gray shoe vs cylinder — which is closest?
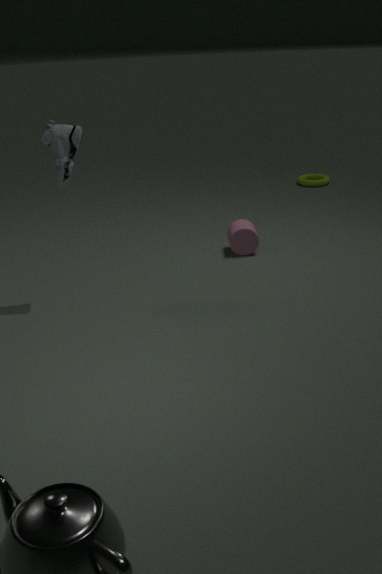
gray shoe
